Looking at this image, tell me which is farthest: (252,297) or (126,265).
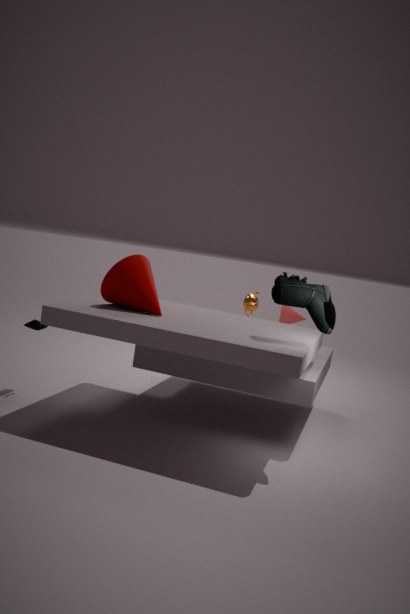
(252,297)
